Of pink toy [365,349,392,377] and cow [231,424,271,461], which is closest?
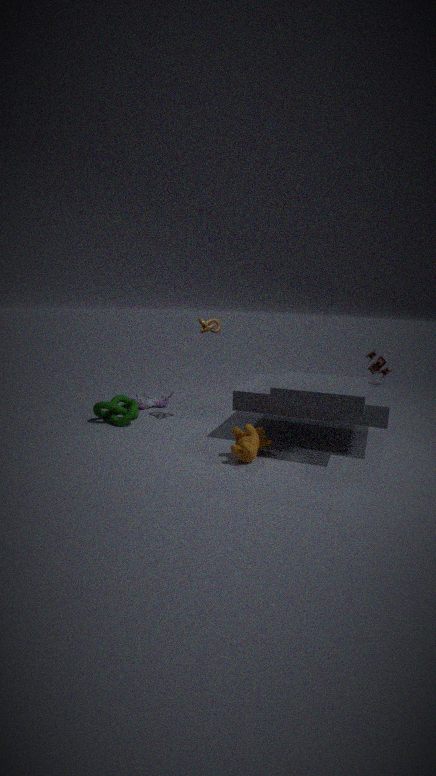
cow [231,424,271,461]
